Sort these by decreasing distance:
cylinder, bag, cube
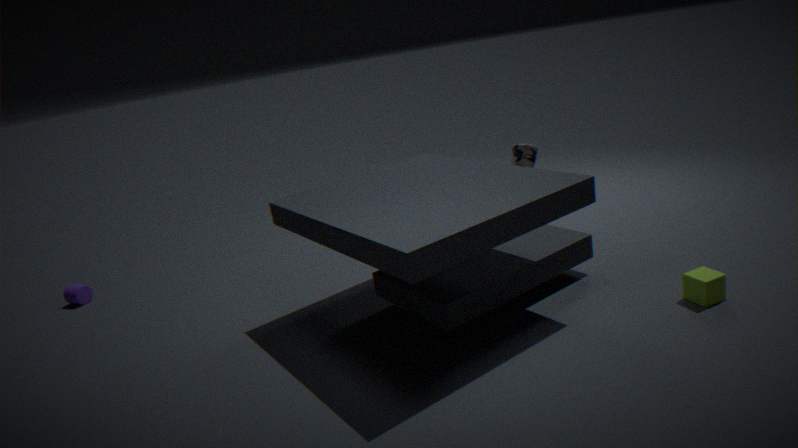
cylinder, bag, cube
